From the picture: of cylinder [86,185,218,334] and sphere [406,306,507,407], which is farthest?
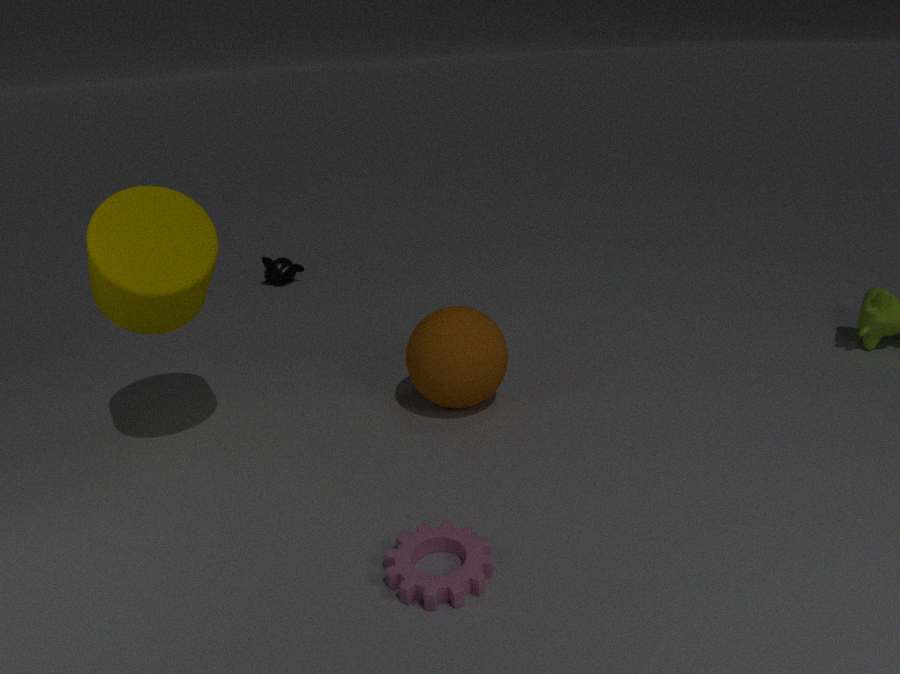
sphere [406,306,507,407]
